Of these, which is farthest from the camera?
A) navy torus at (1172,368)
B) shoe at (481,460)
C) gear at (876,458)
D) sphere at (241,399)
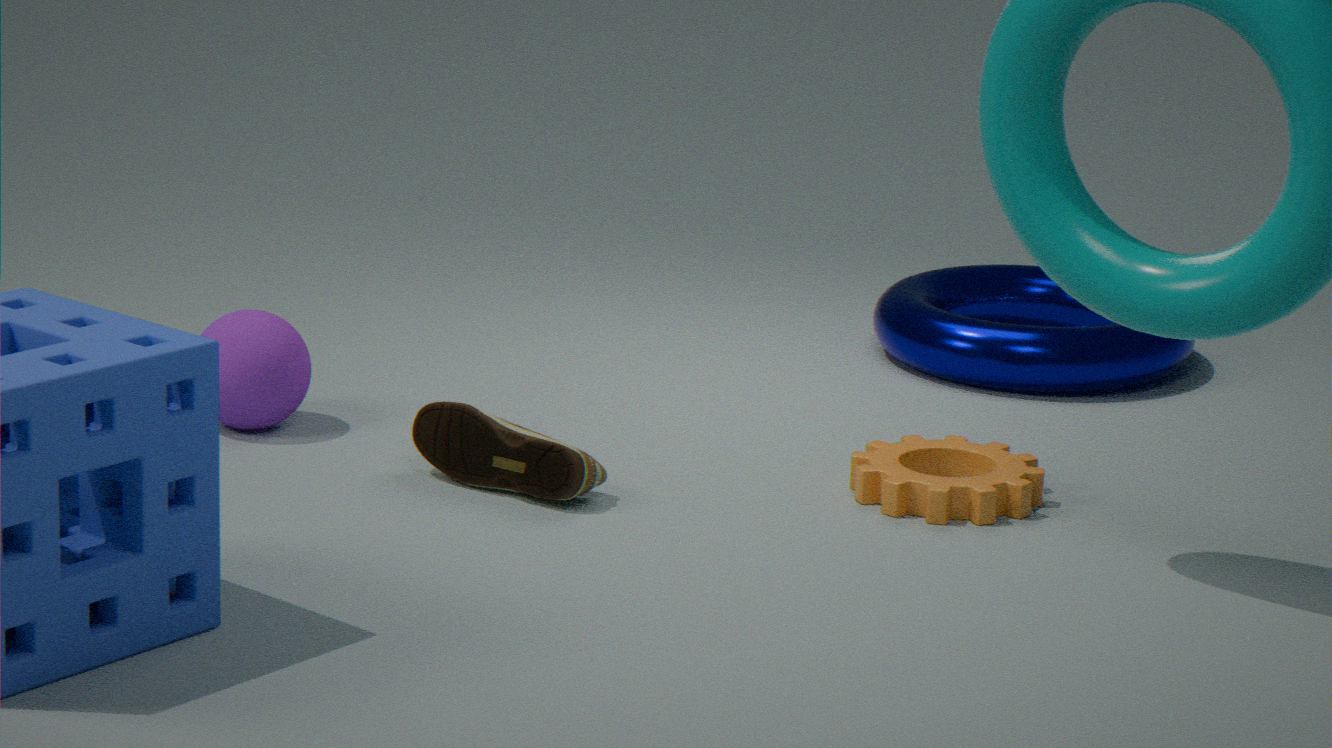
navy torus at (1172,368)
